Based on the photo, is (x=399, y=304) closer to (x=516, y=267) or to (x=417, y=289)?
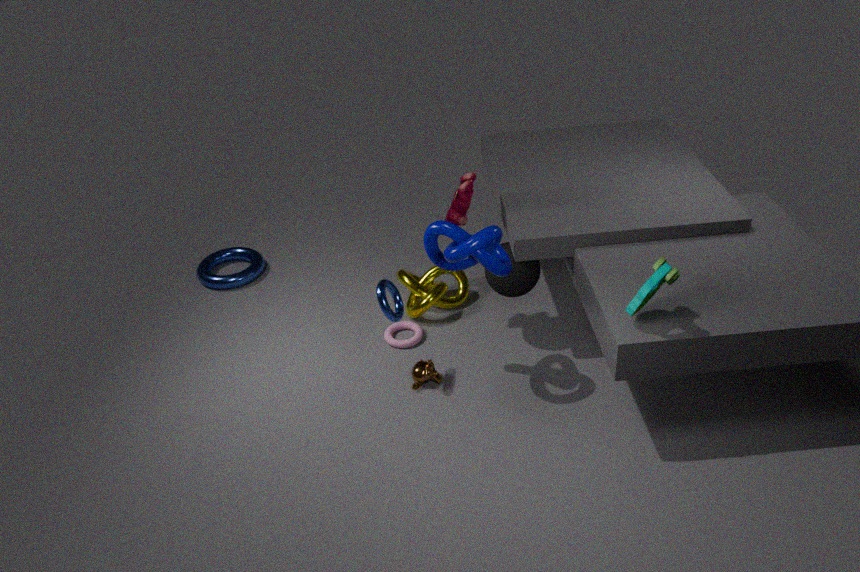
(x=516, y=267)
